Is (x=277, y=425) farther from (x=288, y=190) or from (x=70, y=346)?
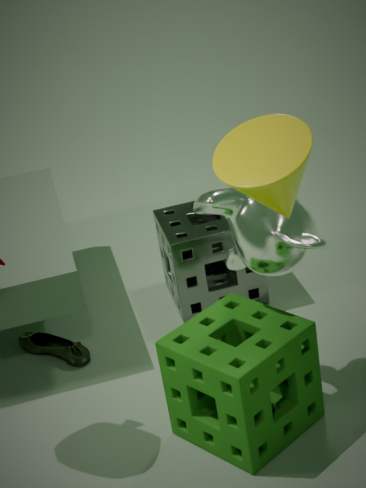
(x=288, y=190)
